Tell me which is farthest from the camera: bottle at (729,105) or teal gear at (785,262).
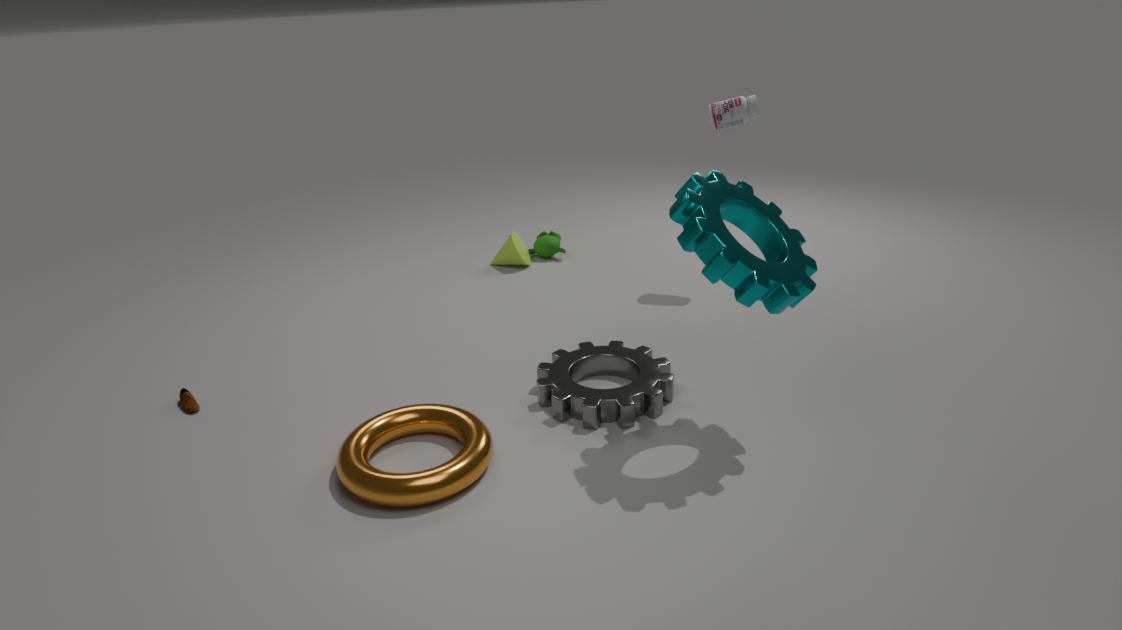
bottle at (729,105)
